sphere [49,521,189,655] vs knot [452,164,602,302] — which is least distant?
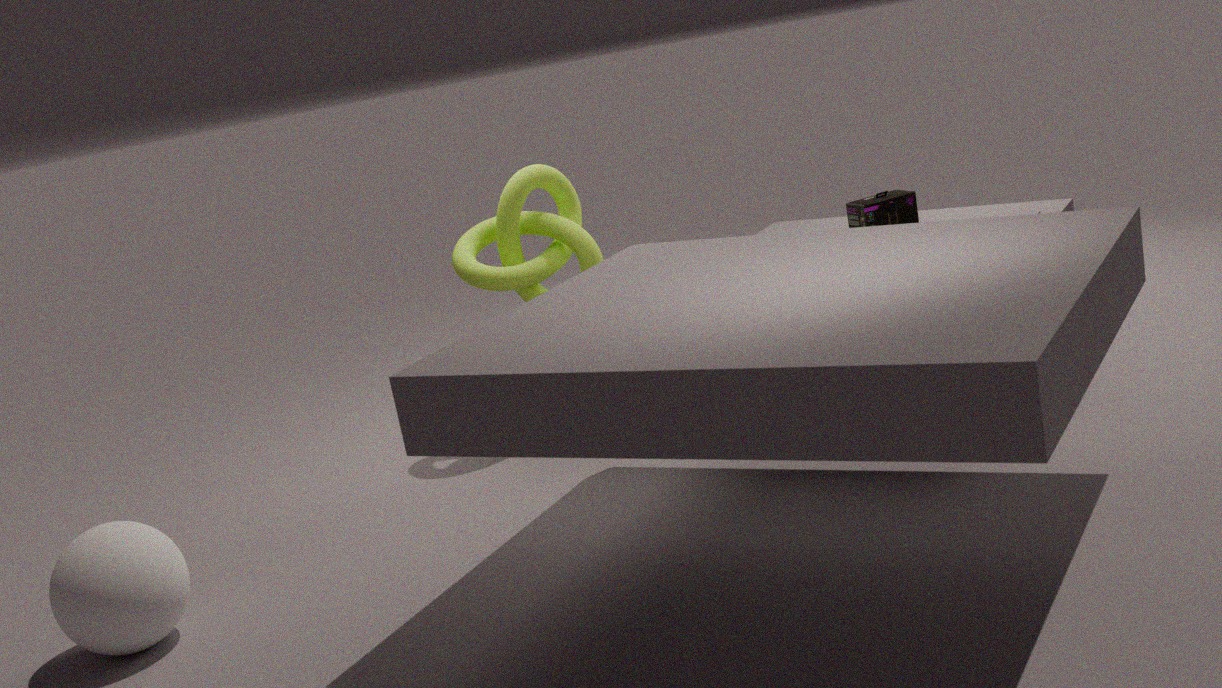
sphere [49,521,189,655]
